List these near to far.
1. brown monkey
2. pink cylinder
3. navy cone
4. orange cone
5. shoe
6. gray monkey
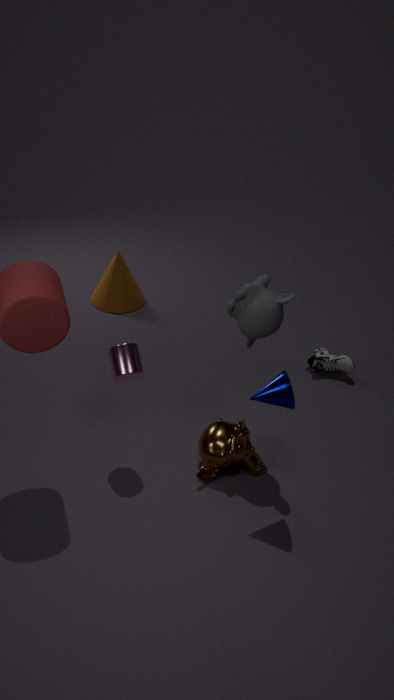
navy cone
gray monkey
pink cylinder
brown monkey
shoe
orange cone
